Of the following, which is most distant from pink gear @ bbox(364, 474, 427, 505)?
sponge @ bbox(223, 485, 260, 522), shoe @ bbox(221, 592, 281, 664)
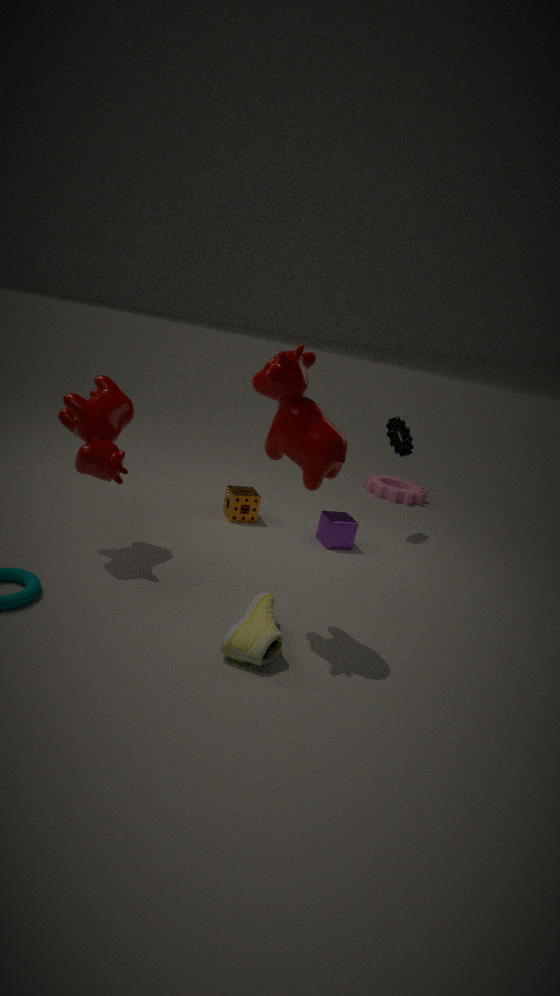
shoe @ bbox(221, 592, 281, 664)
